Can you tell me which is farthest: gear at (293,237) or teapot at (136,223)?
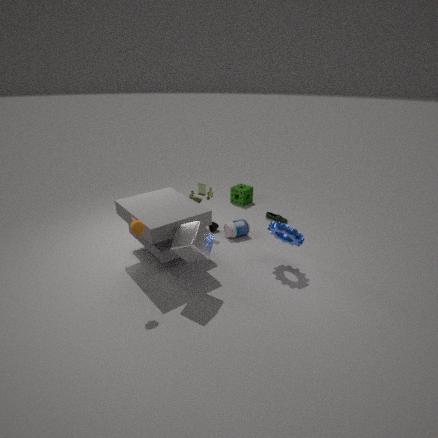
gear at (293,237)
